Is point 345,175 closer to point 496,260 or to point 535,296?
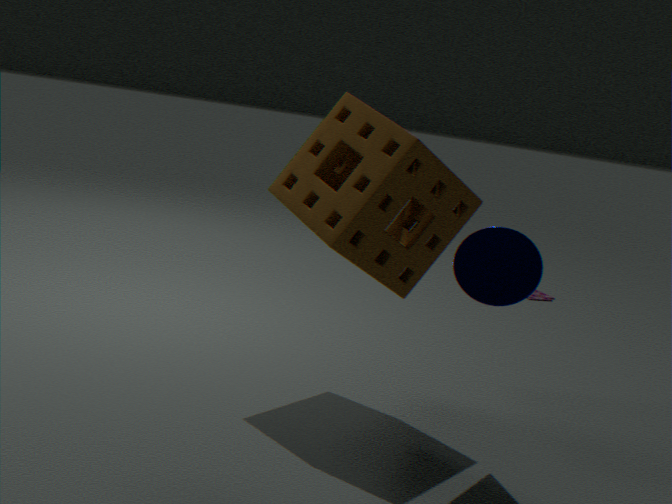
point 496,260
